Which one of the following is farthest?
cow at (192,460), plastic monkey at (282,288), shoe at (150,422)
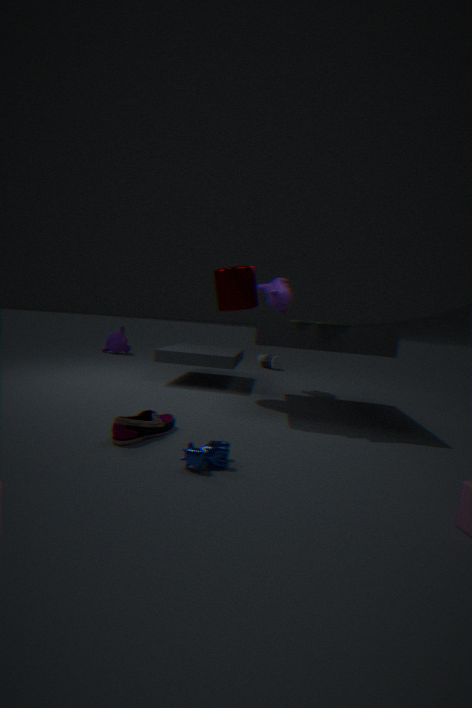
plastic monkey at (282,288)
